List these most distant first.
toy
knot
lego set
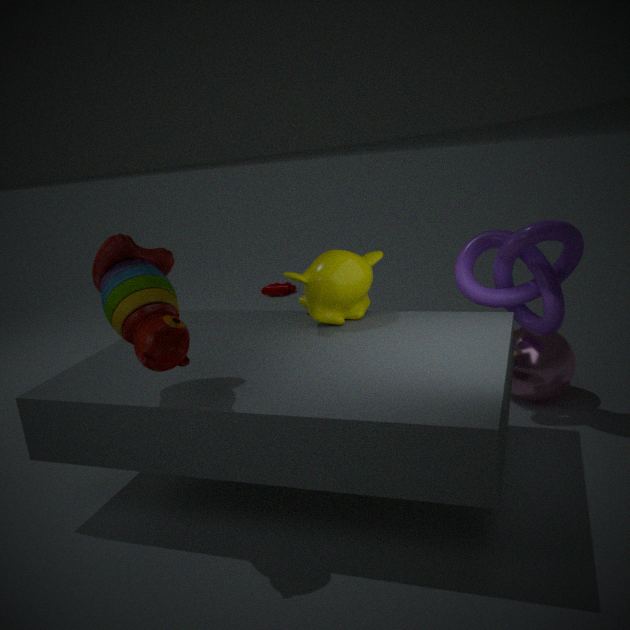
lego set → knot → toy
